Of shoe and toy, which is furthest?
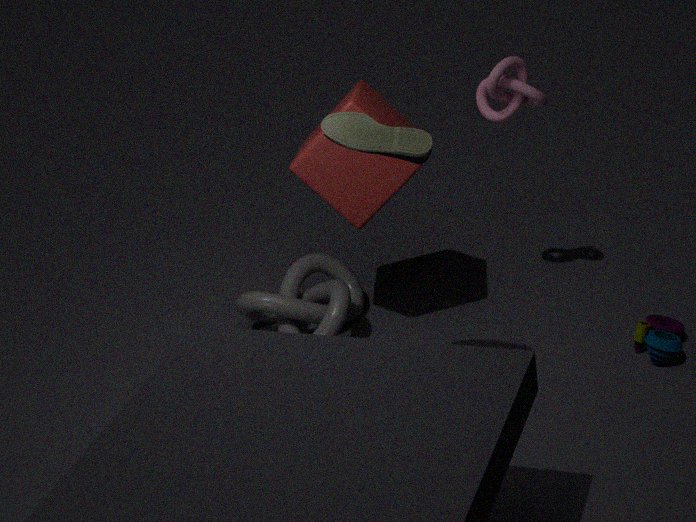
toy
